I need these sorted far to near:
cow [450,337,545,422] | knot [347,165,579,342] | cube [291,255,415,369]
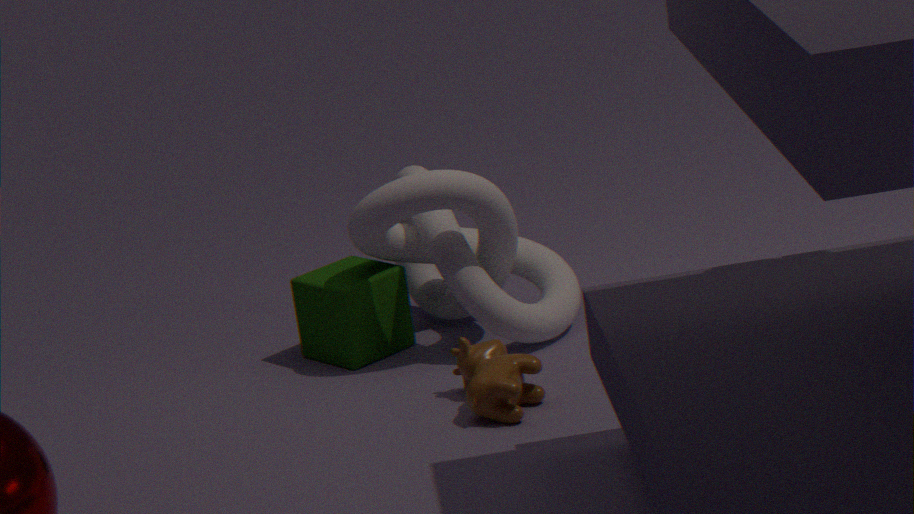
cube [291,255,415,369], knot [347,165,579,342], cow [450,337,545,422]
